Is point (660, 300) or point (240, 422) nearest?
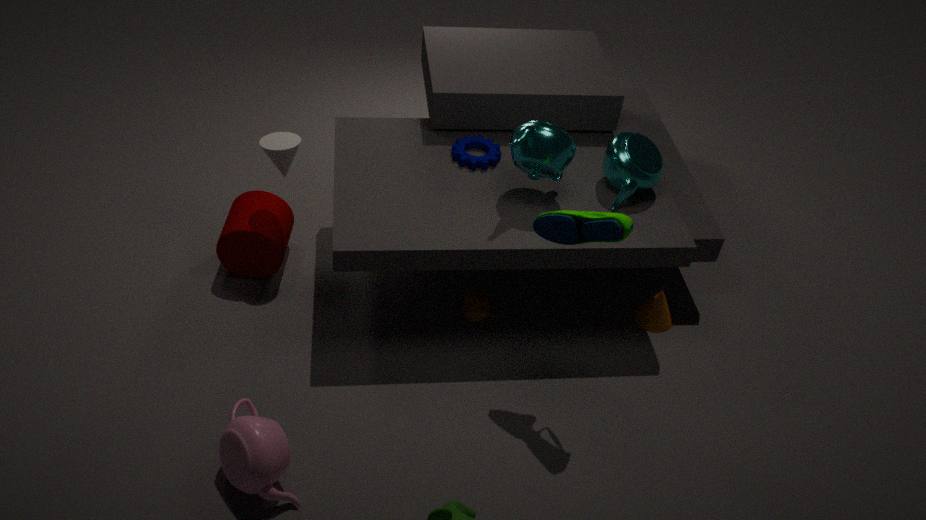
point (240, 422)
